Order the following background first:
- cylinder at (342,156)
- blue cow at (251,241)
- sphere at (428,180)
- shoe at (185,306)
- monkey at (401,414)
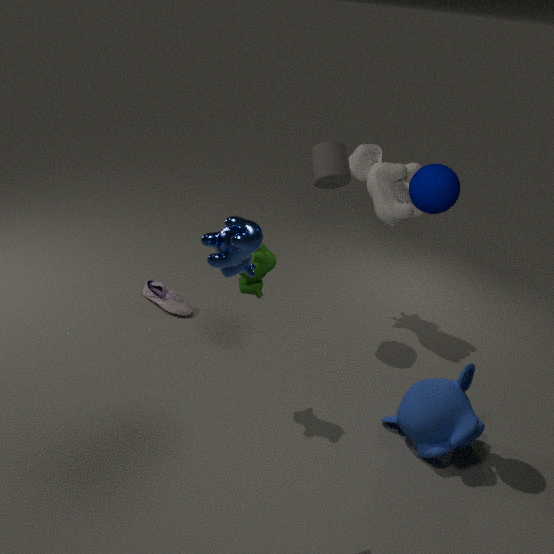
shoe at (185,306) → cylinder at (342,156) → monkey at (401,414) → sphere at (428,180) → blue cow at (251,241)
